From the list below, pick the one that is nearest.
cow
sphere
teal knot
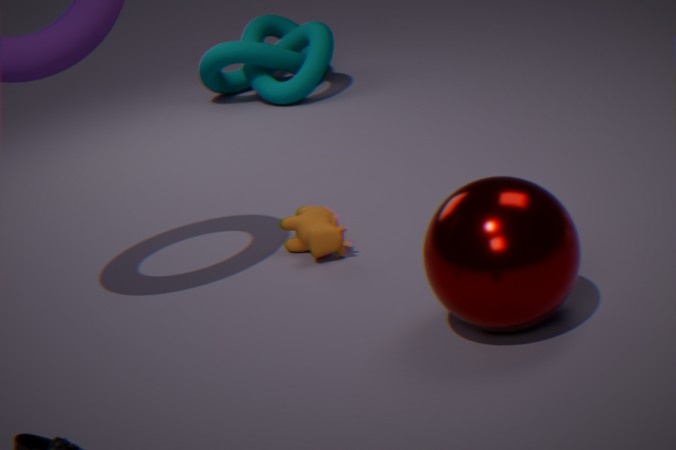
sphere
